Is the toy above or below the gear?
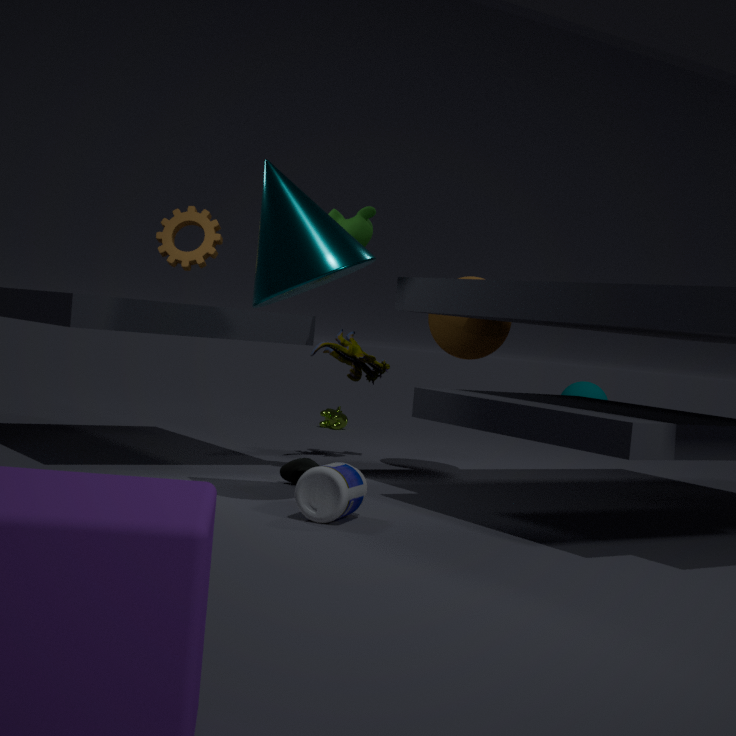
below
